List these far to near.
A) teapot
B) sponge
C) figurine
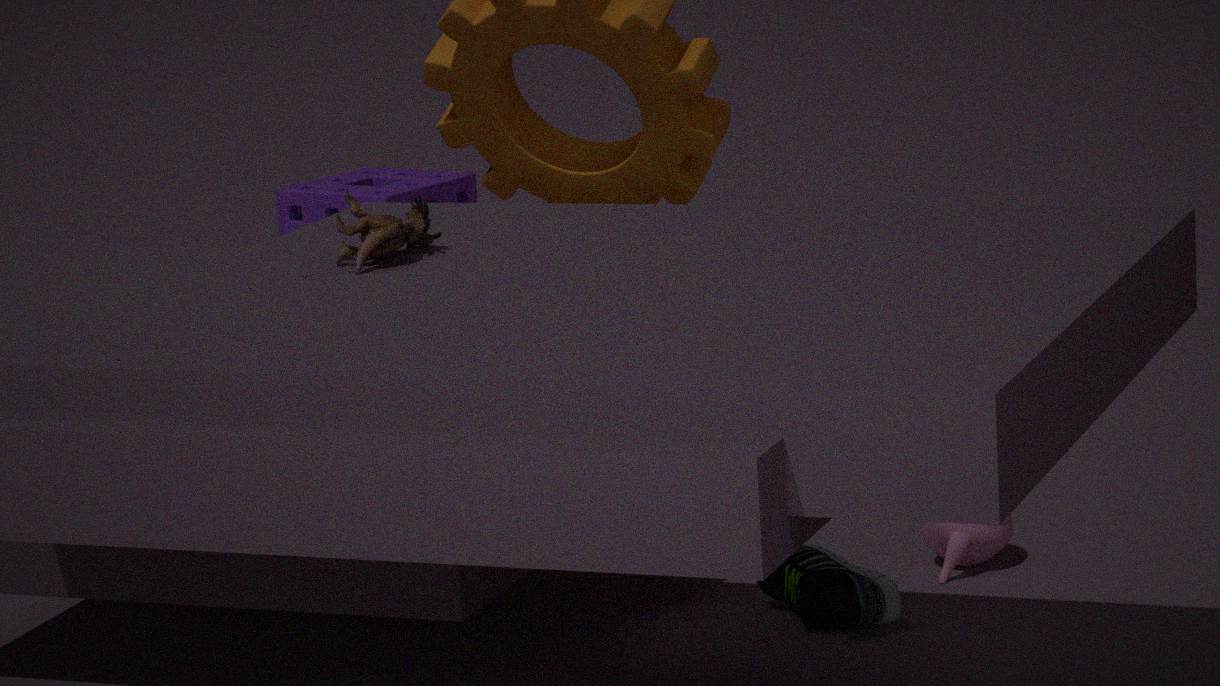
sponge
teapot
figurine
